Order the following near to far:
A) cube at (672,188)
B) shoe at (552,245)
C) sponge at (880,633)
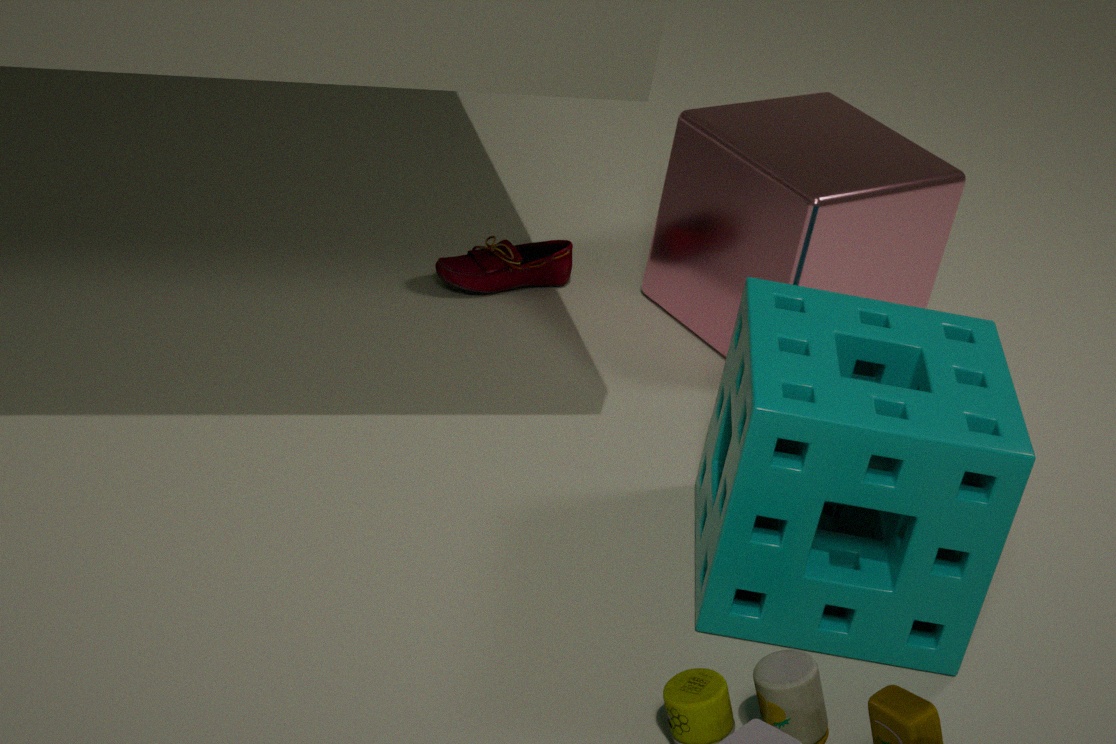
1. sponge at (880,633)
2. cube at (672,188)
3. shoe at (552,245)
